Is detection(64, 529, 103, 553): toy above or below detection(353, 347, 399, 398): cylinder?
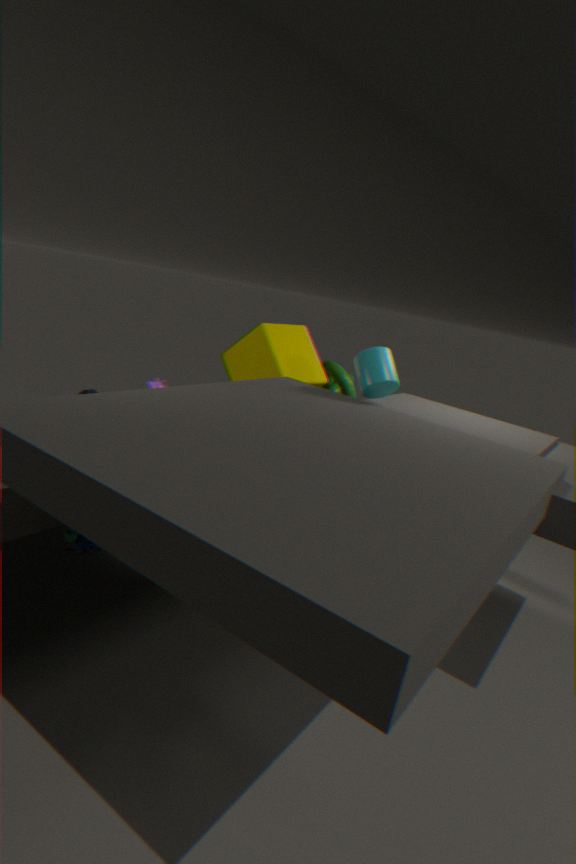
below
